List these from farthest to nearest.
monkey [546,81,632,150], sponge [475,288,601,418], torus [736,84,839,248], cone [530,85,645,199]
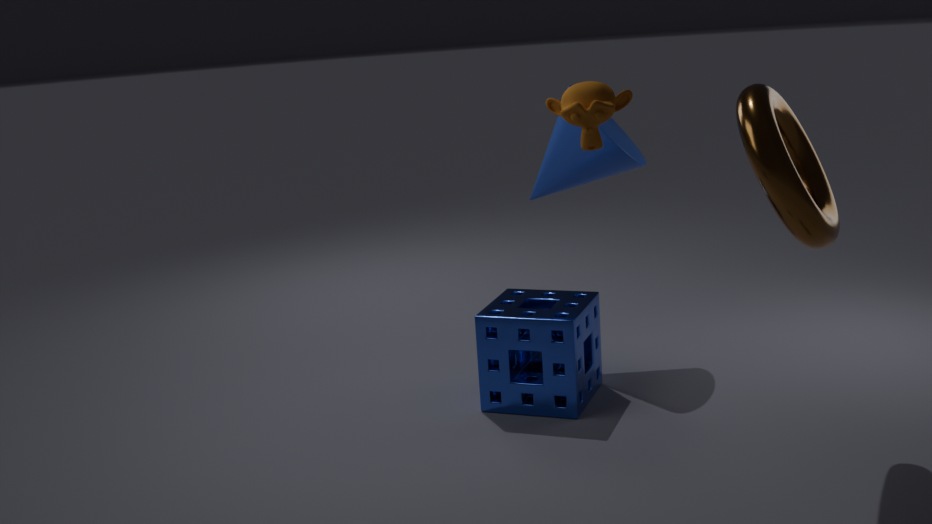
1. cone [530,85,645,199]
2. sponge [475,288,601,418]
3. monkey [546,81,632,150]
4. torus [736,84,839,248]
